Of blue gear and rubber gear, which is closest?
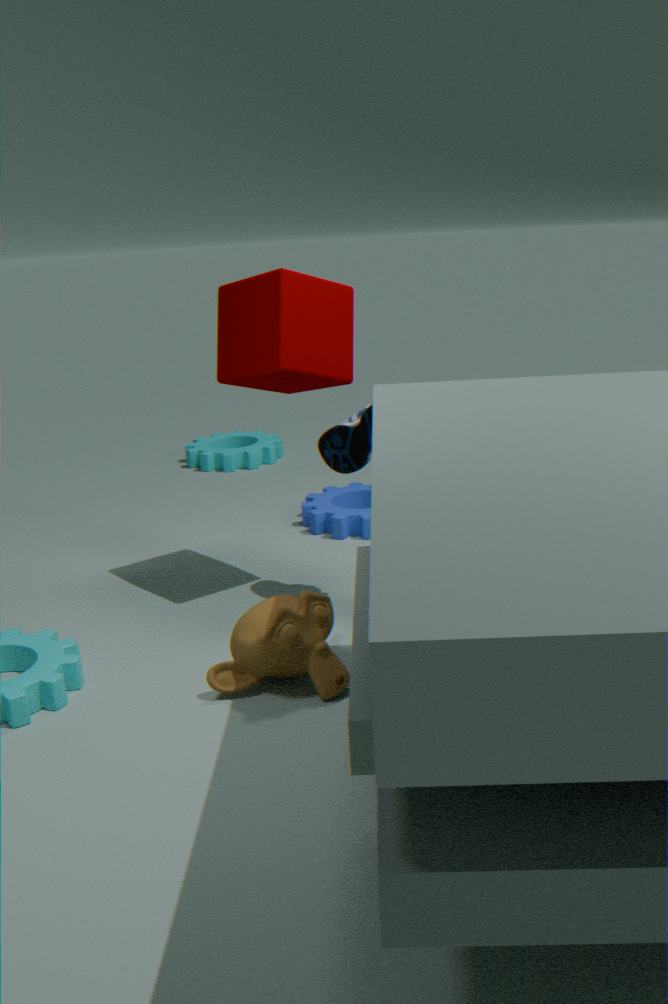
blue gear
